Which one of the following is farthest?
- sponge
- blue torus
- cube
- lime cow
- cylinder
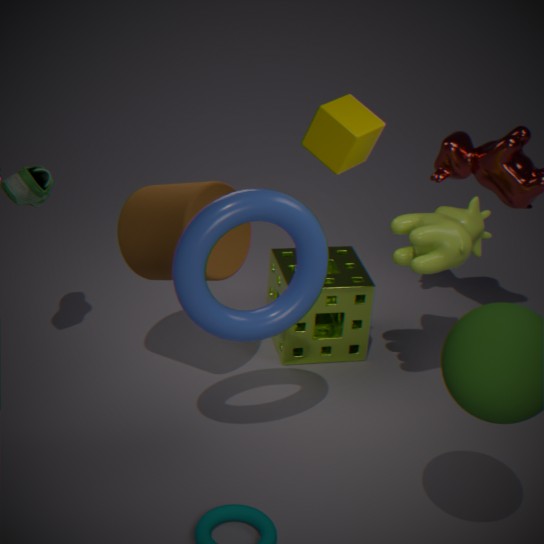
sponge
